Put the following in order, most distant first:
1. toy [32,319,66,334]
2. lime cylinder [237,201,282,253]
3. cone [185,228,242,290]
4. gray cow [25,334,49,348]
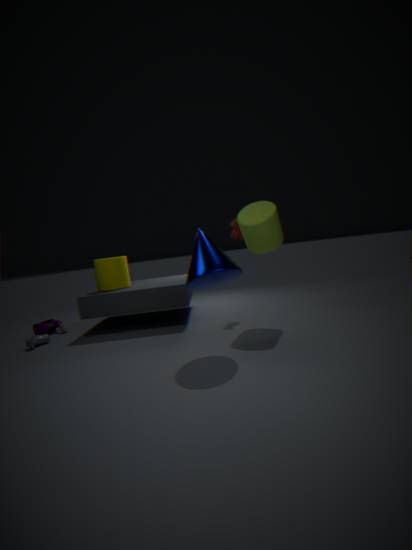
1. toy [32,319,66,334]
2. gray cow [25,334,49,348]
3. lime cylinder [237,201,282,253]
4. cone [185,228,242,290]
